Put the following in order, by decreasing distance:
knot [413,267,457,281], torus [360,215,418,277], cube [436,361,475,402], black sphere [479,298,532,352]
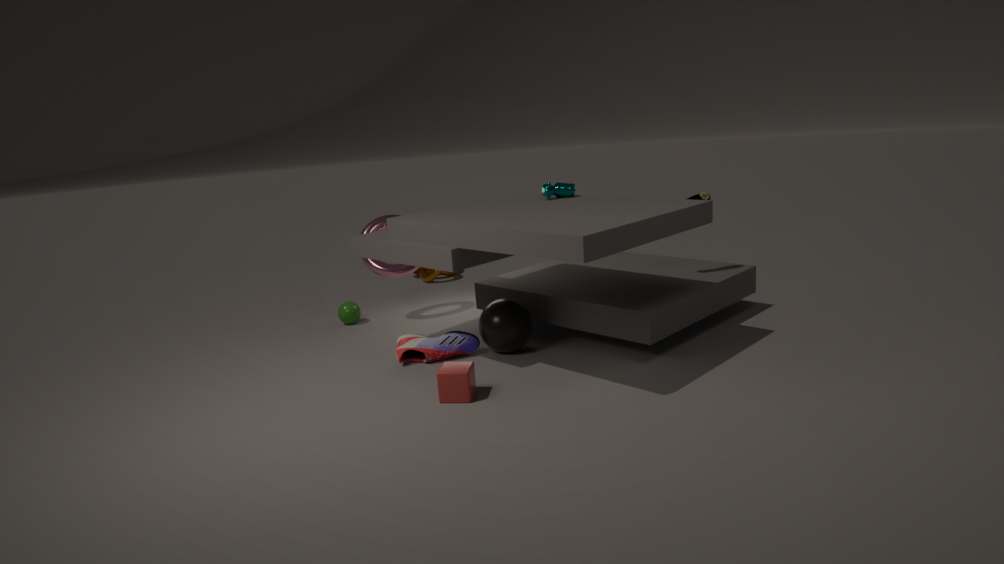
knot [413,267,457,281]
torus [360,215,418,277]
black sphere [479,298,532,352]
cube [436,361,475,402]
